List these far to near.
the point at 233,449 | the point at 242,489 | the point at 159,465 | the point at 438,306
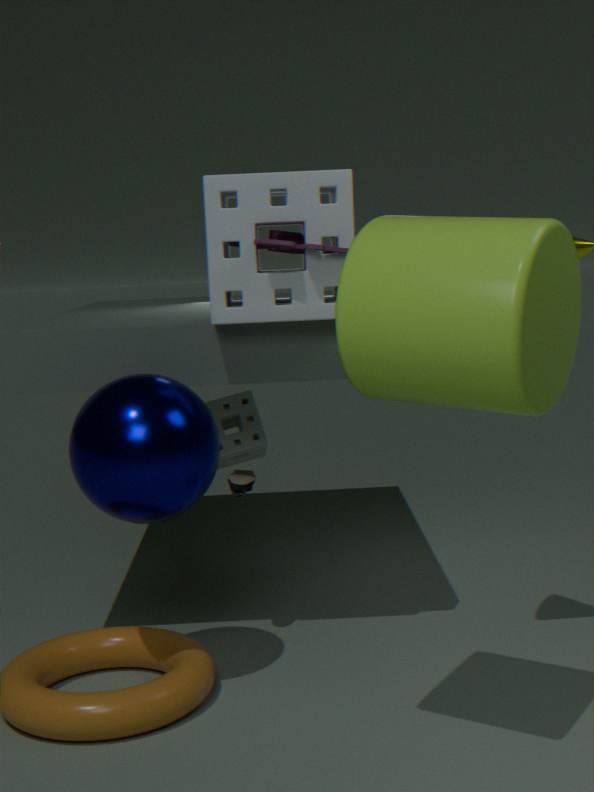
the point at 233,449 → the point at 242,489 → the point at 159,465 → the point at 438,306
